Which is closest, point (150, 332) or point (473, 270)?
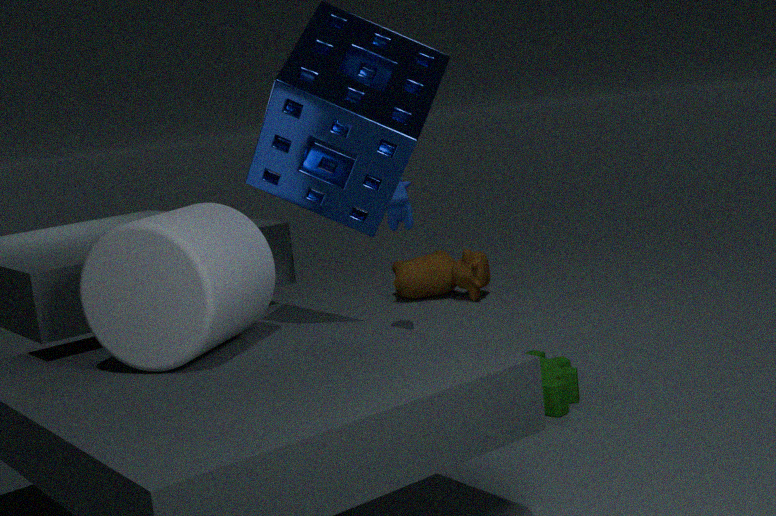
point (150, 332)
